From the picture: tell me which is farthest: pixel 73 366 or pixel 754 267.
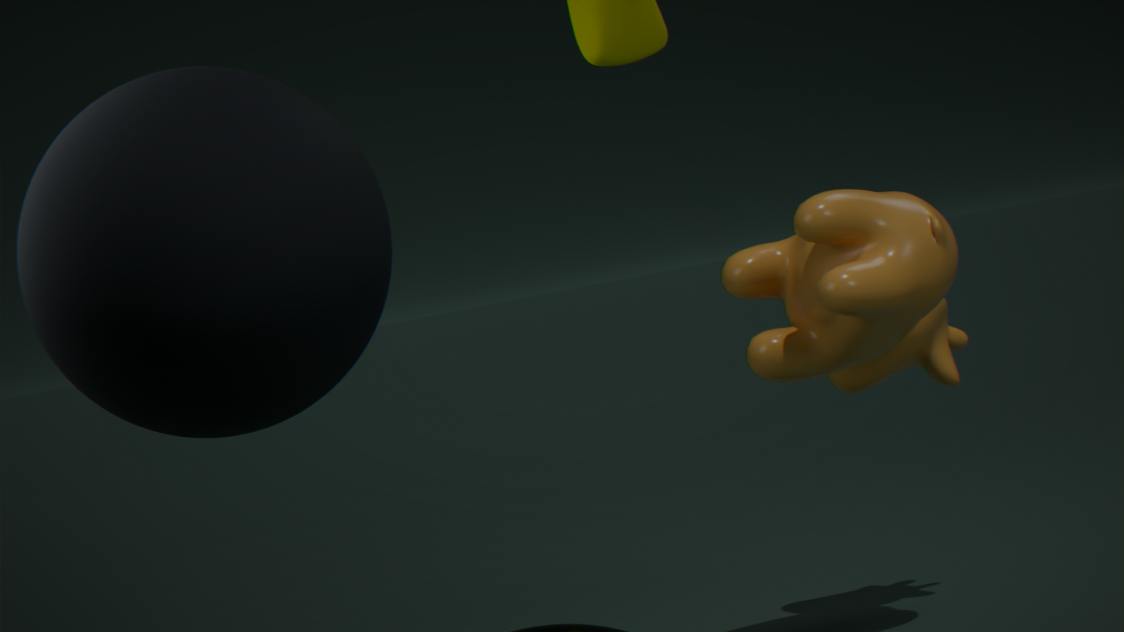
pixel 754 267
